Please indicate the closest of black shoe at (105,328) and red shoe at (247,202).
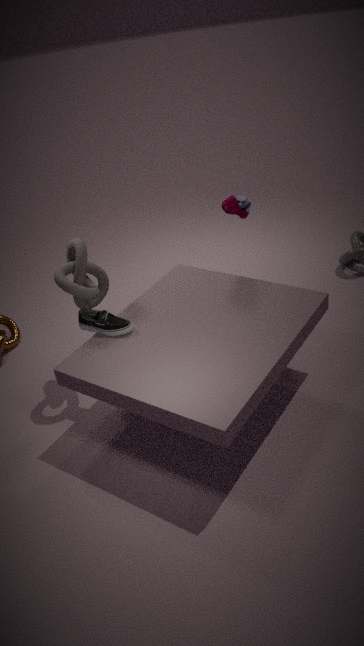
black shoe at (105,328)
